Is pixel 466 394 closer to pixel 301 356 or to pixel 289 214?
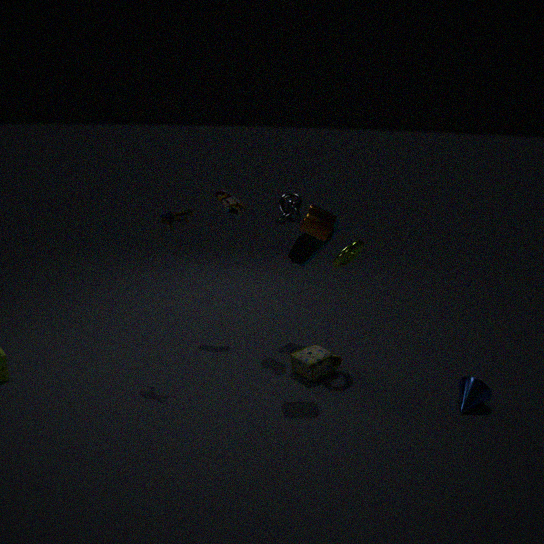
pixel 301 356
